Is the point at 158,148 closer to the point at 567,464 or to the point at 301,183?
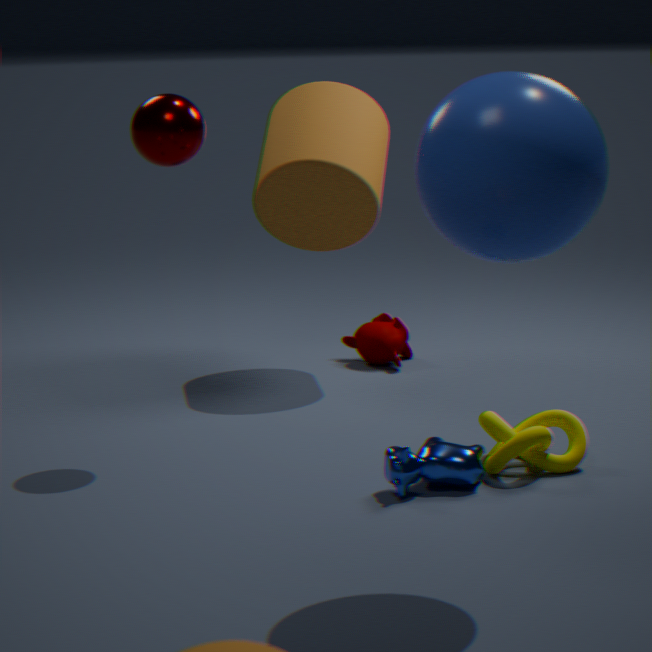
the point at 301,183
